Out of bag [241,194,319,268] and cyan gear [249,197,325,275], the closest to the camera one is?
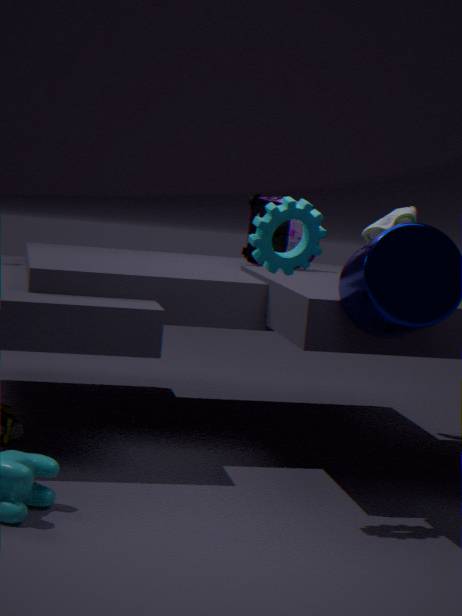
cyan gear [249,197,325,275]
